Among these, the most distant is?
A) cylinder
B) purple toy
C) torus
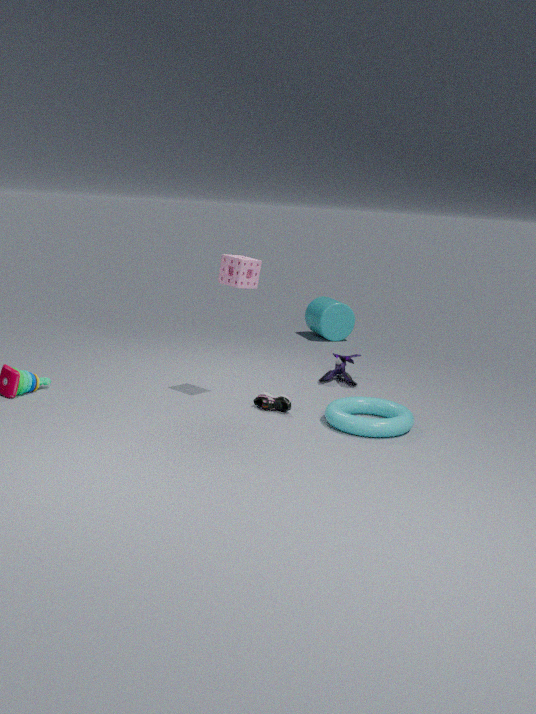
cylinder
